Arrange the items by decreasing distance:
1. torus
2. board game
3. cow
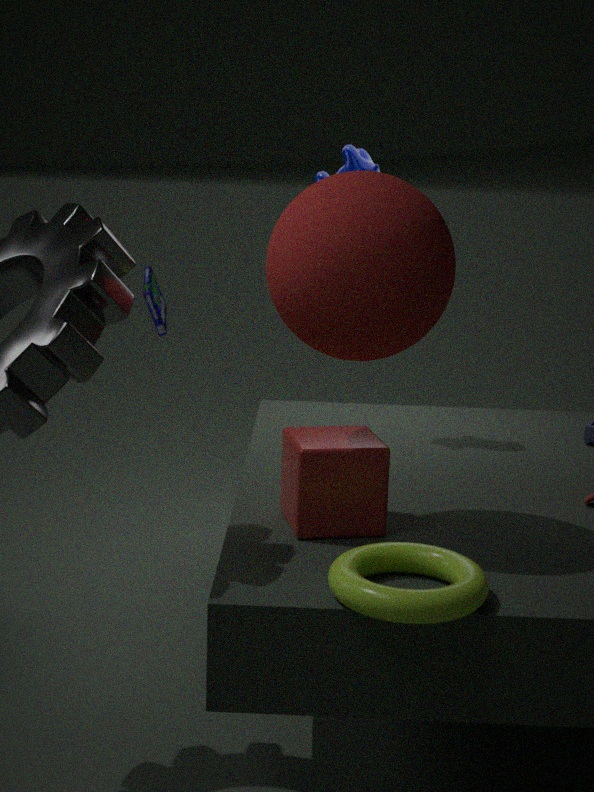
board game, cow, torus
